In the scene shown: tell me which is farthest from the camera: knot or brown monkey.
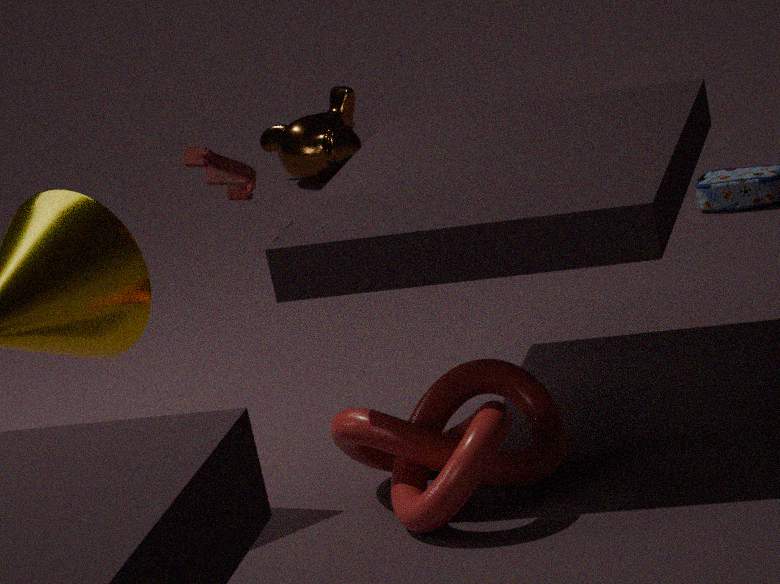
brown monkey
